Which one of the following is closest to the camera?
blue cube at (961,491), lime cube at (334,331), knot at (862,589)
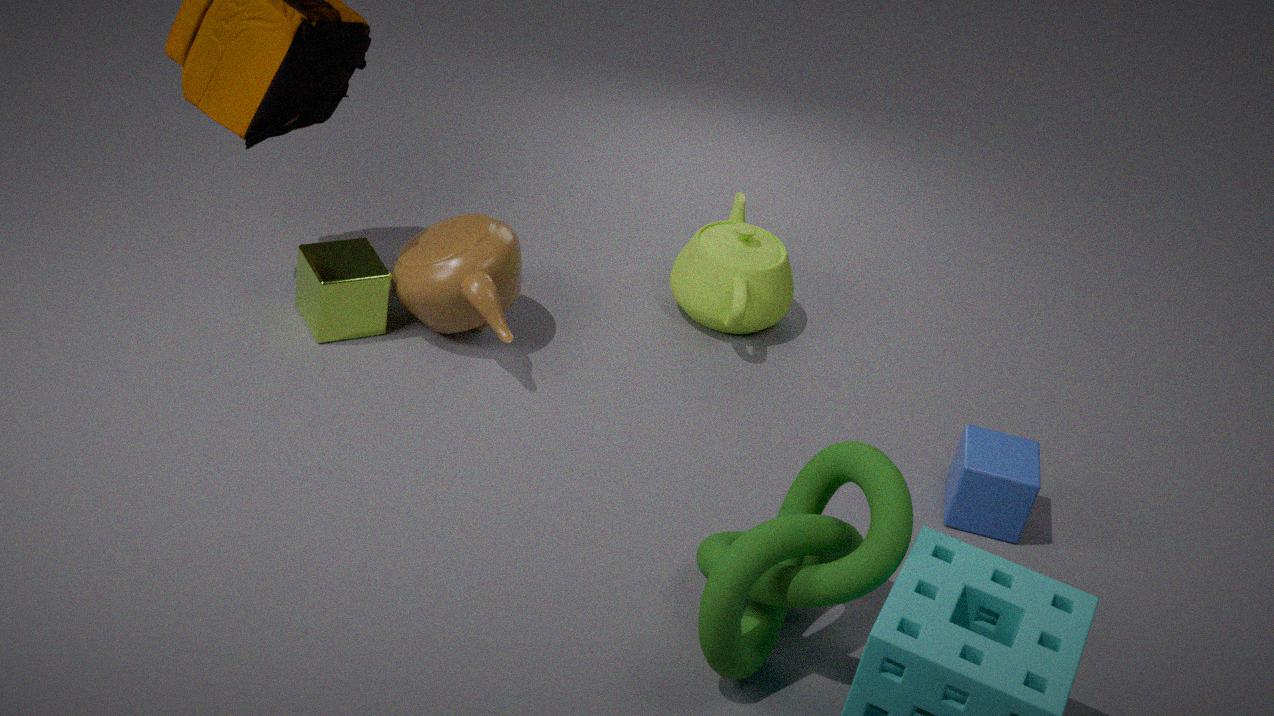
knot at (862,589)
